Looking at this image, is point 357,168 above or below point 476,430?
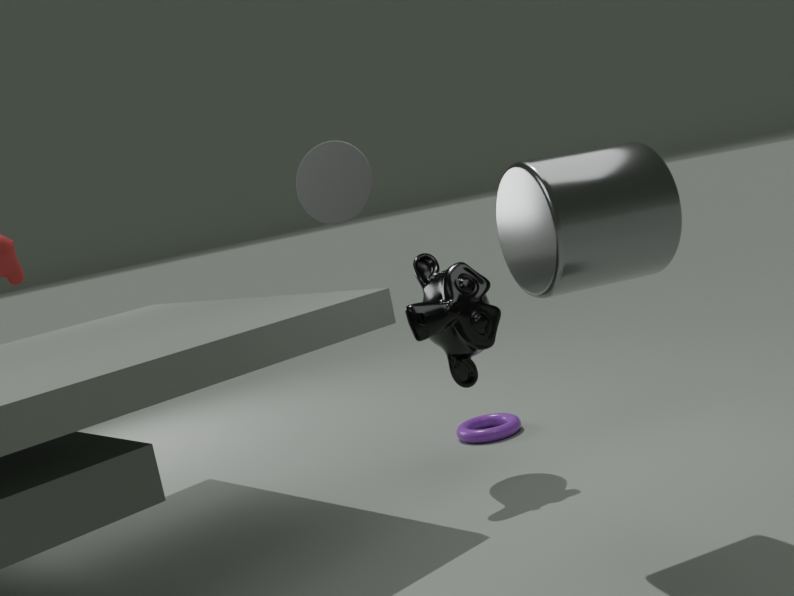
above
